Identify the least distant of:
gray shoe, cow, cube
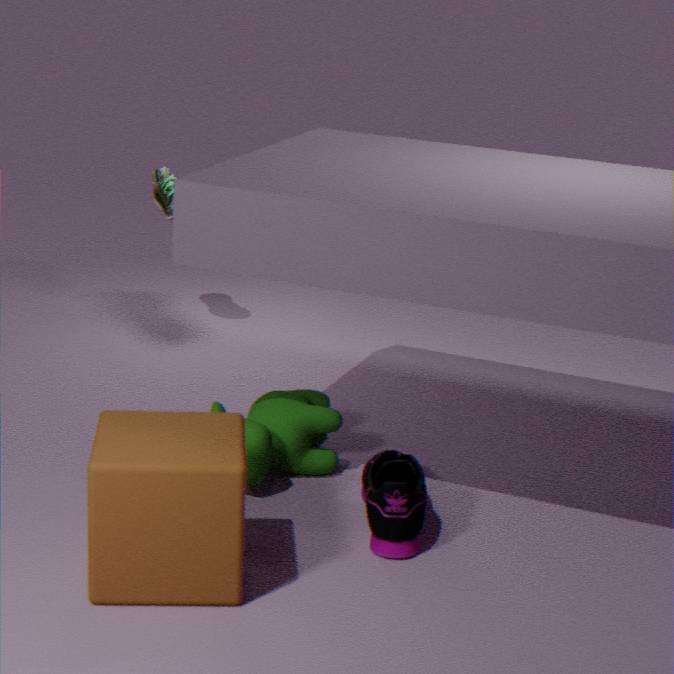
cube
